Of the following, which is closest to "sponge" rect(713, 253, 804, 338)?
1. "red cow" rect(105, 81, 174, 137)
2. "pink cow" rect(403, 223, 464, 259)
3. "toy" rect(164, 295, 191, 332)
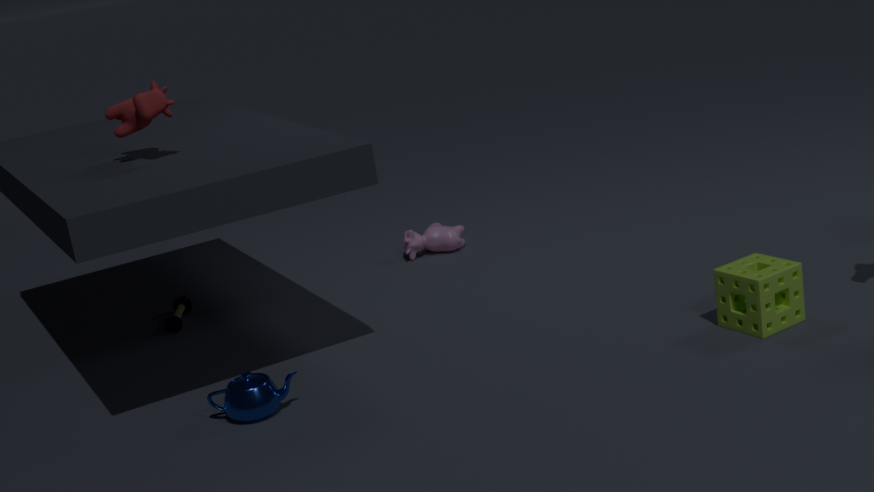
"pink cow" rect(403, 223, 464, 259)
